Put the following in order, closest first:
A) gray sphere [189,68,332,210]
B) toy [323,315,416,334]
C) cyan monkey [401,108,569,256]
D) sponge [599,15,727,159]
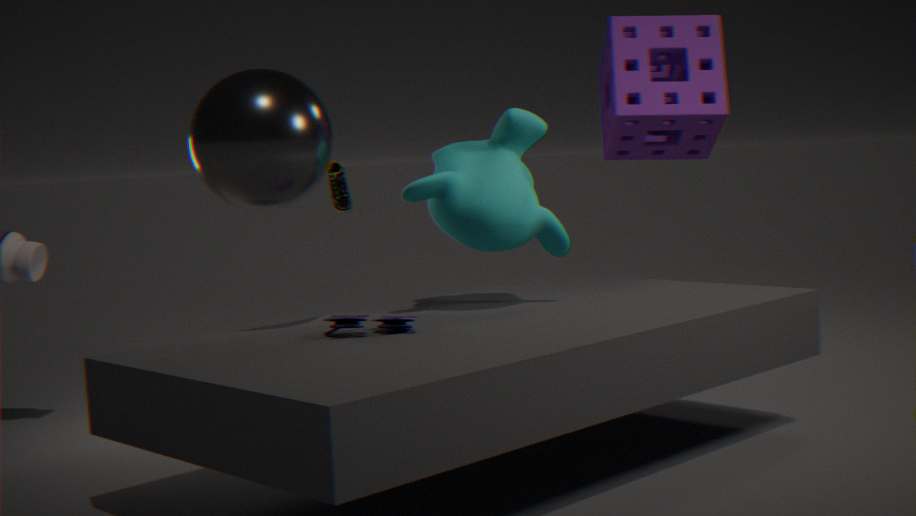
1. gray sphere [189,68,332,210]
2. toy [323,315,416,334]
3. cyan monkey [401,108,569,256]
4. sponge [599,15,727,159]
